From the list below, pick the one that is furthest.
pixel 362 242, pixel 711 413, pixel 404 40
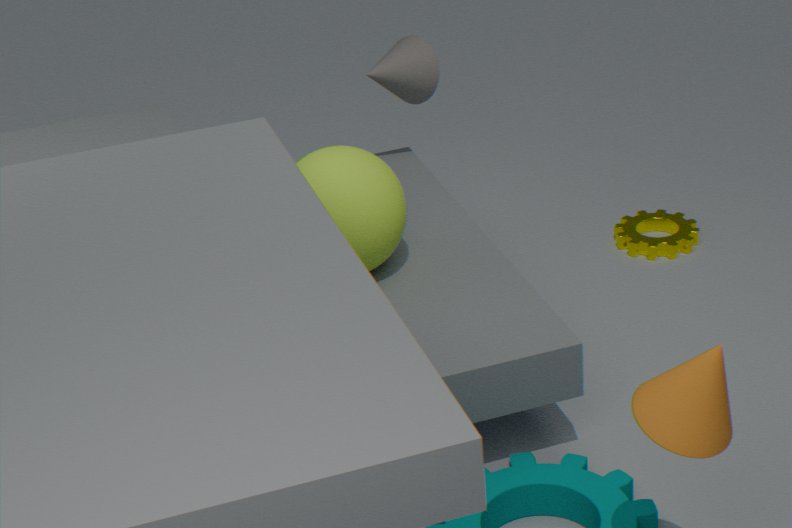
pixel 404 40
